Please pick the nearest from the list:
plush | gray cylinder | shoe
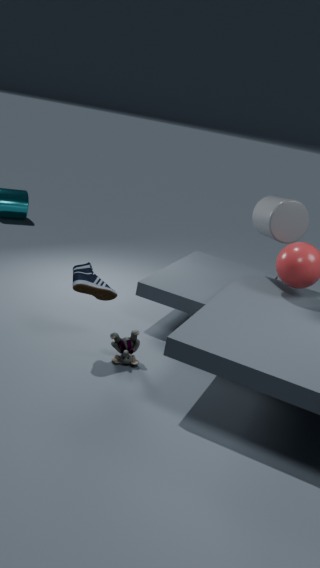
shoe
